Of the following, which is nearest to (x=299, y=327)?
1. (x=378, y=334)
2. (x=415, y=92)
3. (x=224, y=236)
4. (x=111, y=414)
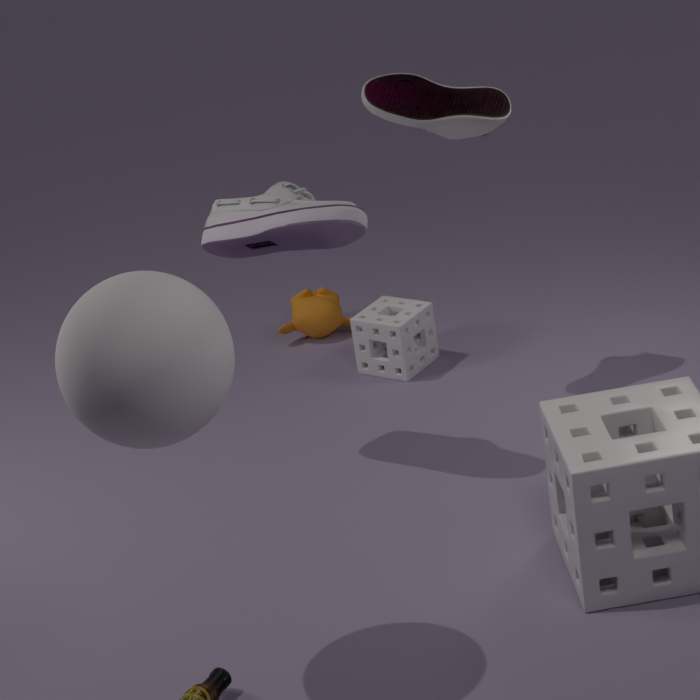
(x=378, y=334)
